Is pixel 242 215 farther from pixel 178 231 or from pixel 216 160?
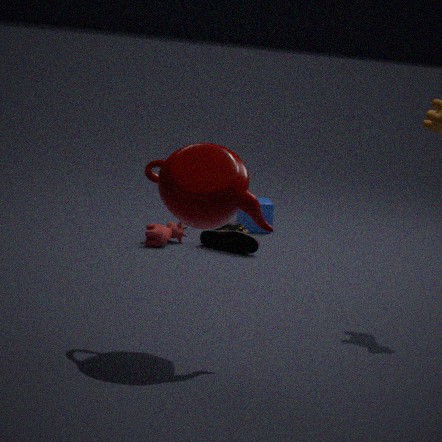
pixel 216 160
